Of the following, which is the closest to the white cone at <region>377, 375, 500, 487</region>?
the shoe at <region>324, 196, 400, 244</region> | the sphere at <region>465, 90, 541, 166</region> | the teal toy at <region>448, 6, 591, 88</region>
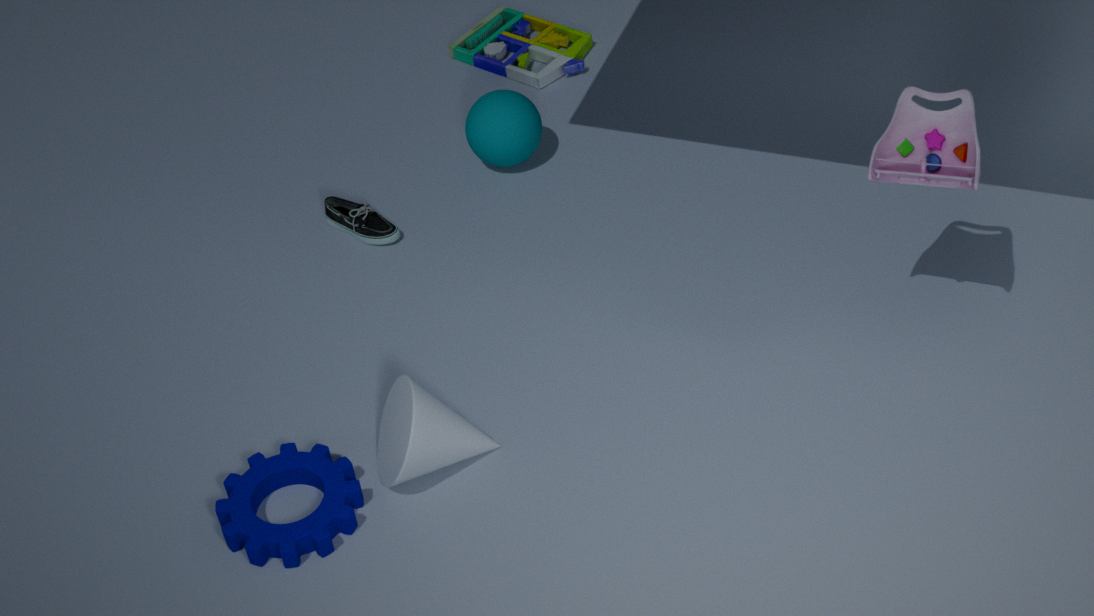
the shoe at <region>324, 196, 400, 244</region>
